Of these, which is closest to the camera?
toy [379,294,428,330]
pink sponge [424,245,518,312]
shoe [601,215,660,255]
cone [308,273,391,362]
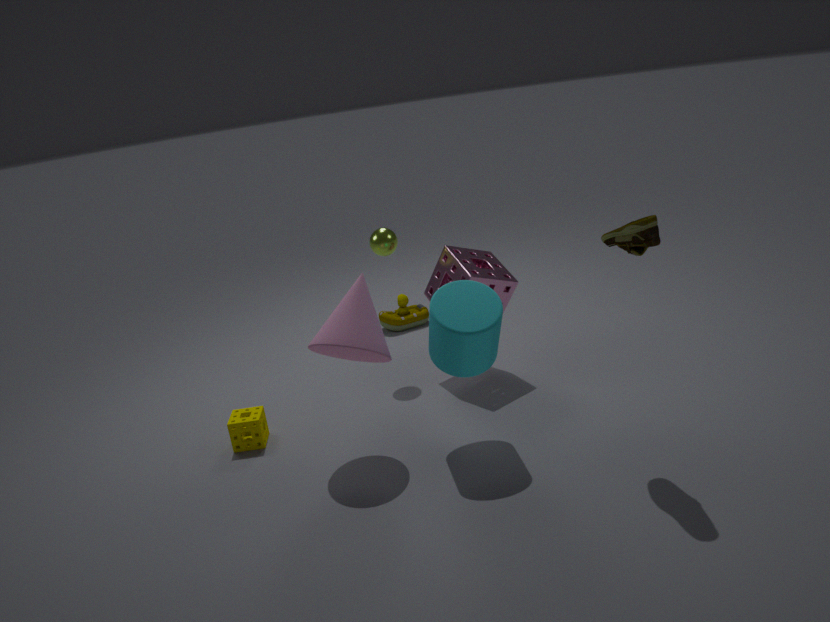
shoe [601,215,660,255]
